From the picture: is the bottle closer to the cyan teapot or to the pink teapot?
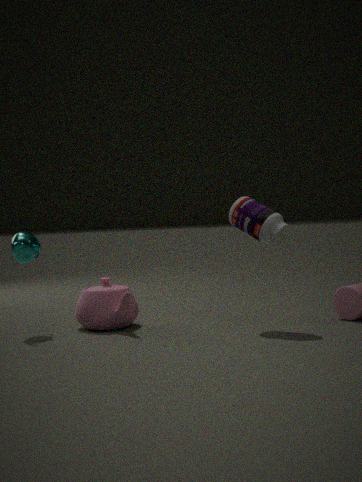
the pink teapot
